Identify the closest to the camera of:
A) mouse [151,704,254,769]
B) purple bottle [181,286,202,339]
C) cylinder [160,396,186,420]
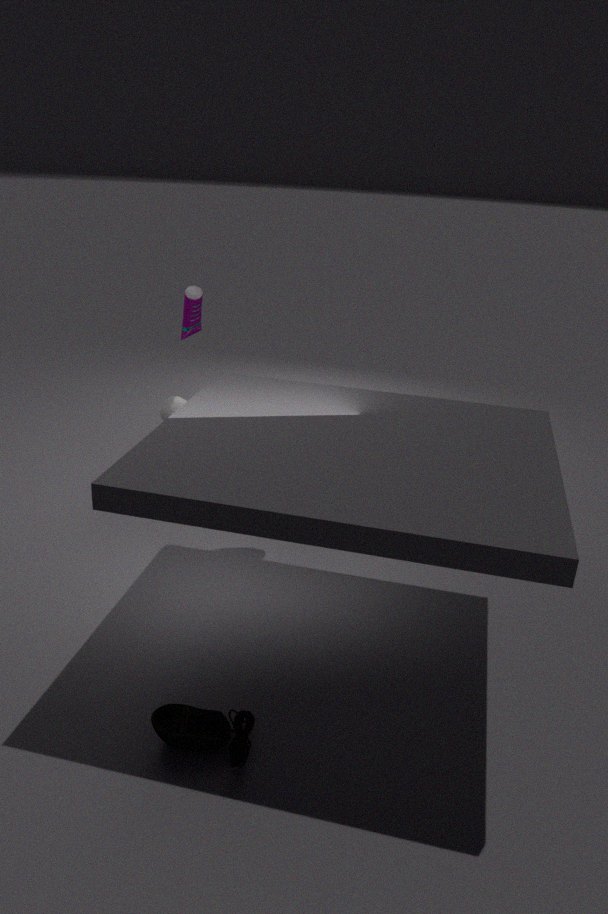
mouse [151,704,254,769]
